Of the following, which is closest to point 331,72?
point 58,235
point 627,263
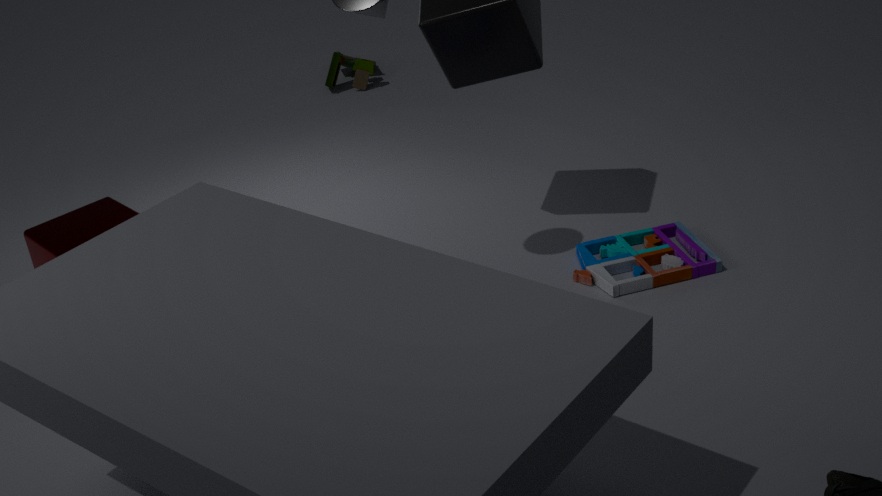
point 58,235
